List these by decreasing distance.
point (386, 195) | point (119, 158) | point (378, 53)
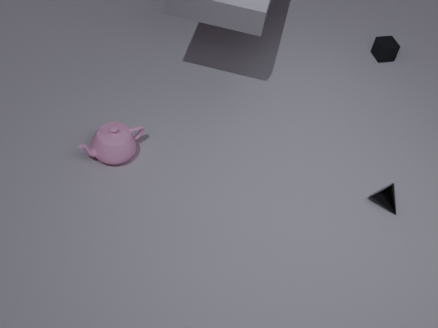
point (378, 53)
point (386, 195)
point (119, 158)
